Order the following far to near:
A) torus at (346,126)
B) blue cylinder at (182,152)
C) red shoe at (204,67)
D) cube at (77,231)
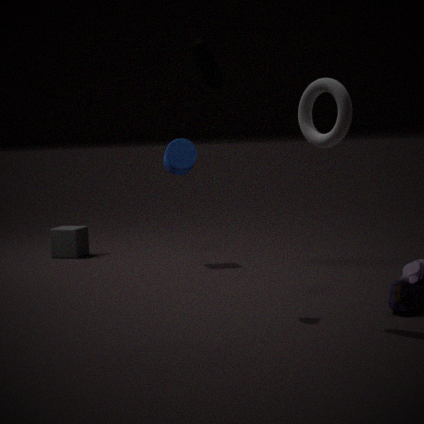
cube at (77,231)
blue cylinder at (182,152)
red shoe at (204,67)
torus at (346,126)
